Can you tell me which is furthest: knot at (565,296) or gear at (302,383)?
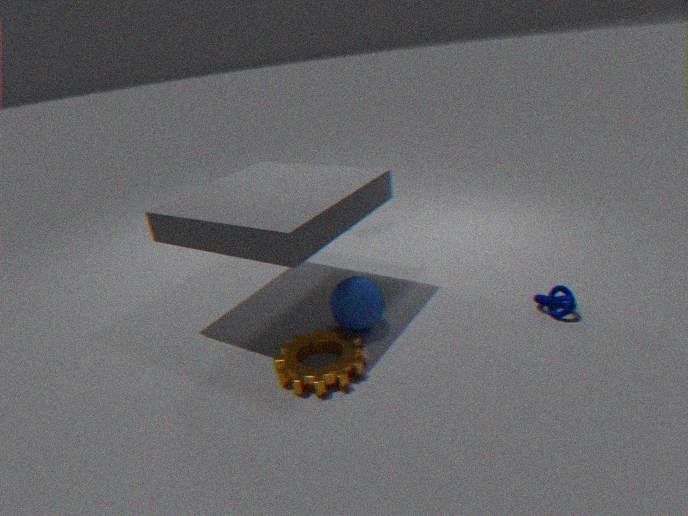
knot at (565,296)
